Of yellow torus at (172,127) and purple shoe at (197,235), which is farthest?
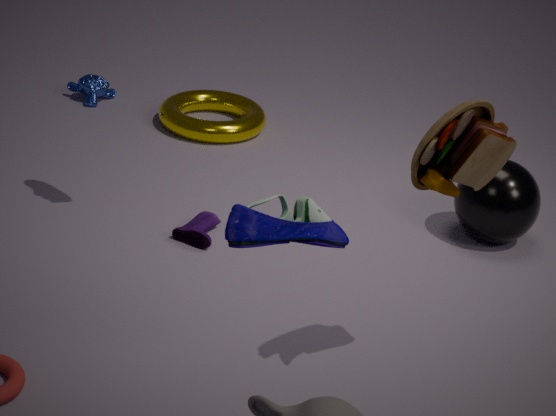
yellow torus at (172,127)
